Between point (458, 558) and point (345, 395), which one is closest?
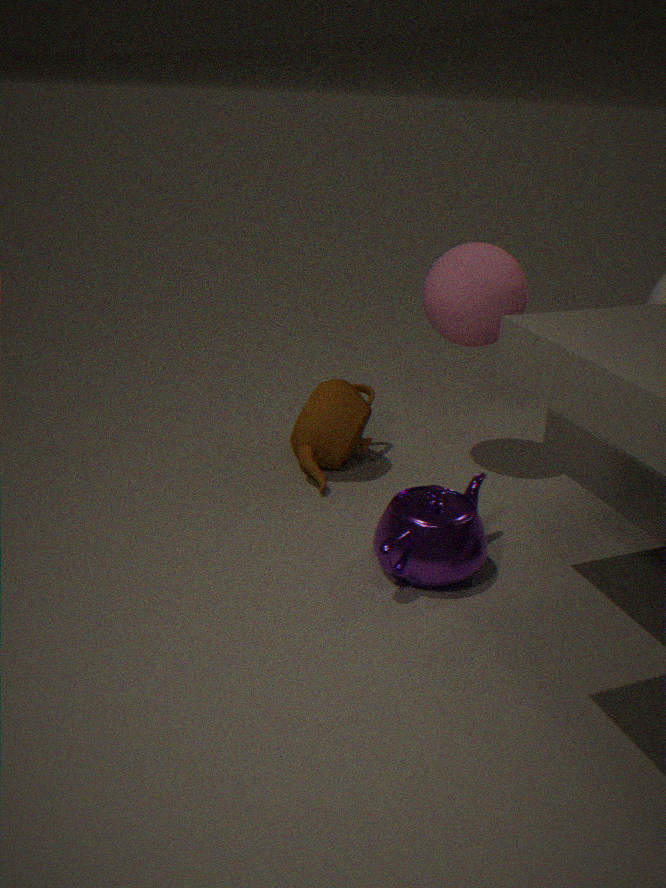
point (458, 558)
